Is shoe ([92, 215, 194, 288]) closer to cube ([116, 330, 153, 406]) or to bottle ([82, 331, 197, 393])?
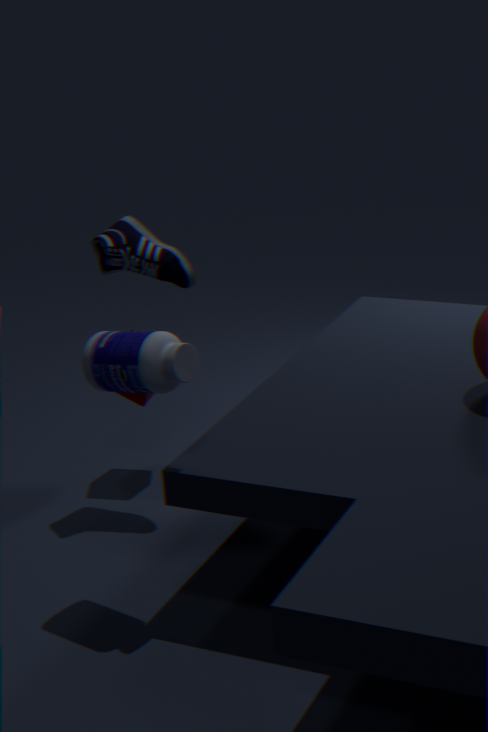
cube ([116, 330, 153, 406])
